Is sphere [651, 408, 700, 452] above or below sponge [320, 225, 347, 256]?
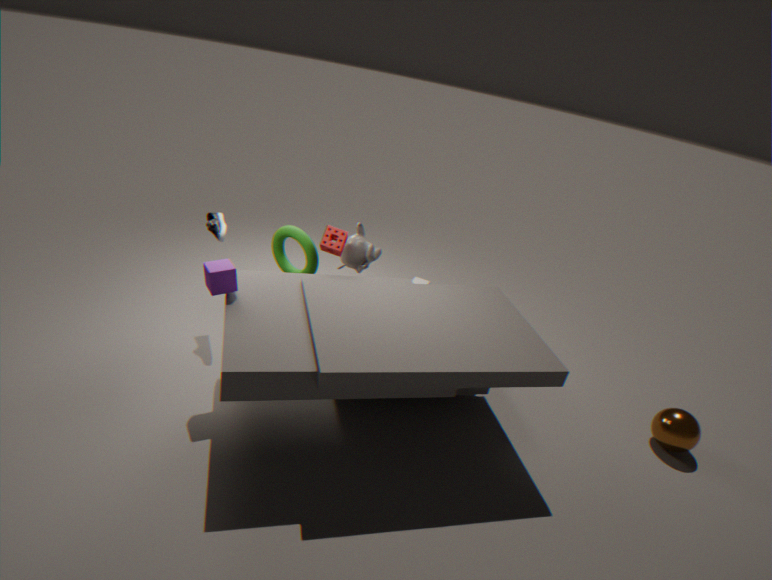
below
